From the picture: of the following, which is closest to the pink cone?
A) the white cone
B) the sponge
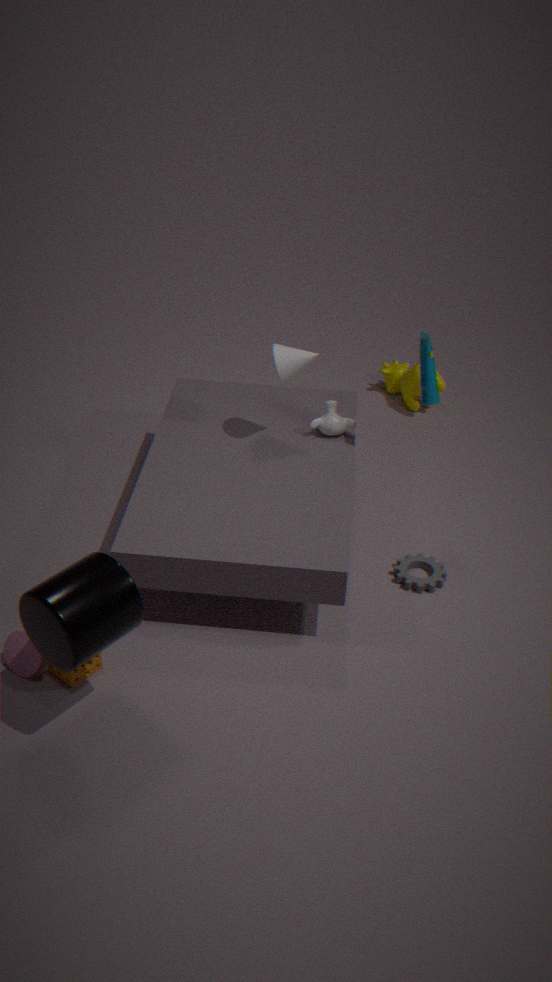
the sponge
